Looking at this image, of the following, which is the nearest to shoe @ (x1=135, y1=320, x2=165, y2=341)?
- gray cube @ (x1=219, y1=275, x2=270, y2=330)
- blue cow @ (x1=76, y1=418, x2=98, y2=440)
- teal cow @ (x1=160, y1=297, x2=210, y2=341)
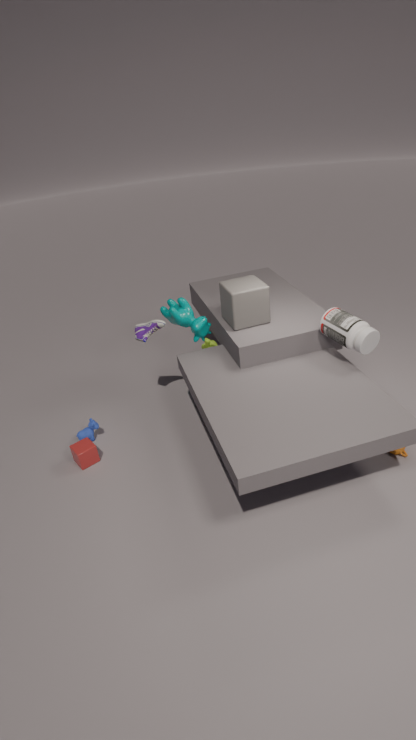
teal cow @ (x1=160, y1=297, x2=210, y2=341)
